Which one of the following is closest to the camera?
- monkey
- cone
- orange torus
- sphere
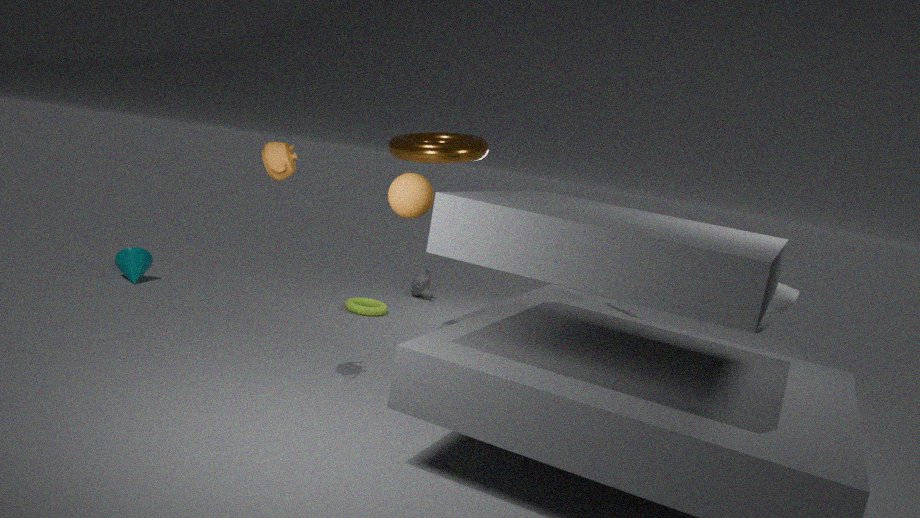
sphere
